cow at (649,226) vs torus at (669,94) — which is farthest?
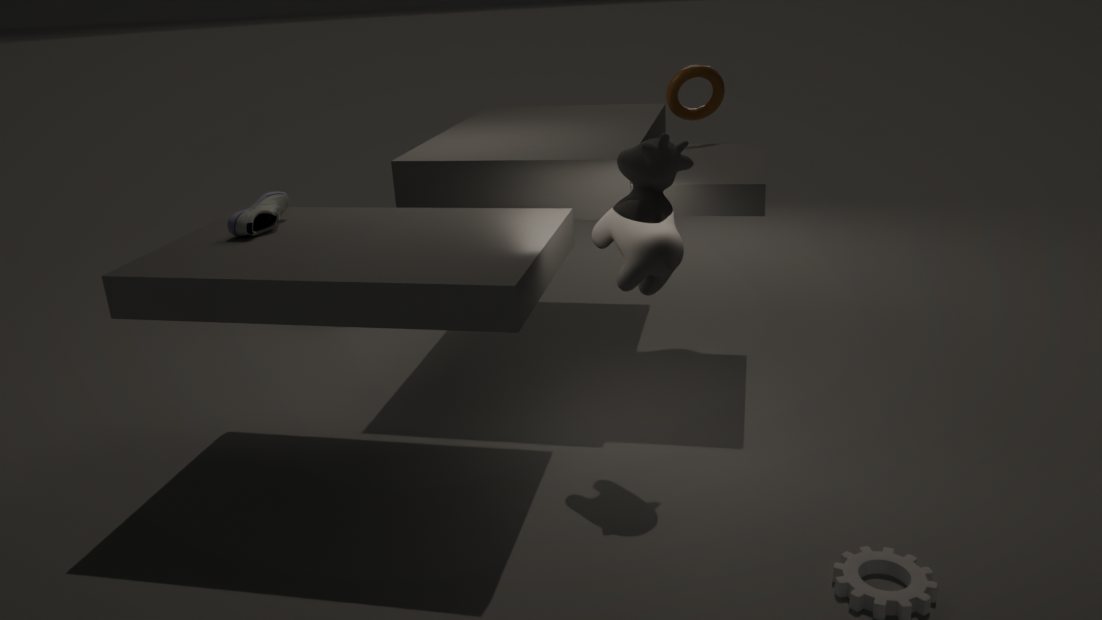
torus at (669,94)
